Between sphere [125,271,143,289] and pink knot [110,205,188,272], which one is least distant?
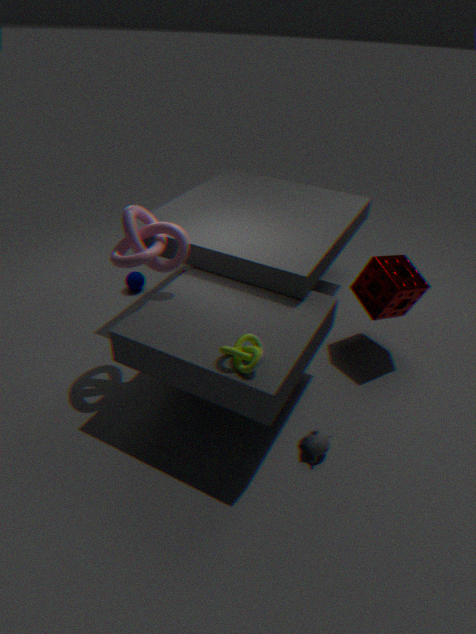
pink knot [110,205,188,272]
